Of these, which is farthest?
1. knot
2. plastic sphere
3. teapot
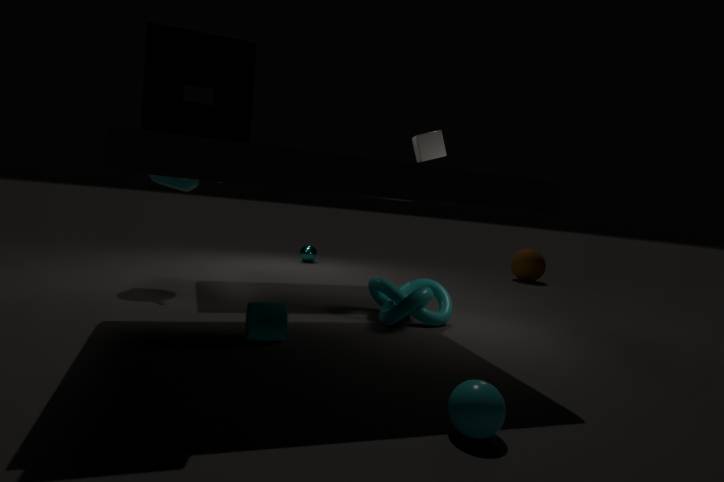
teapot
